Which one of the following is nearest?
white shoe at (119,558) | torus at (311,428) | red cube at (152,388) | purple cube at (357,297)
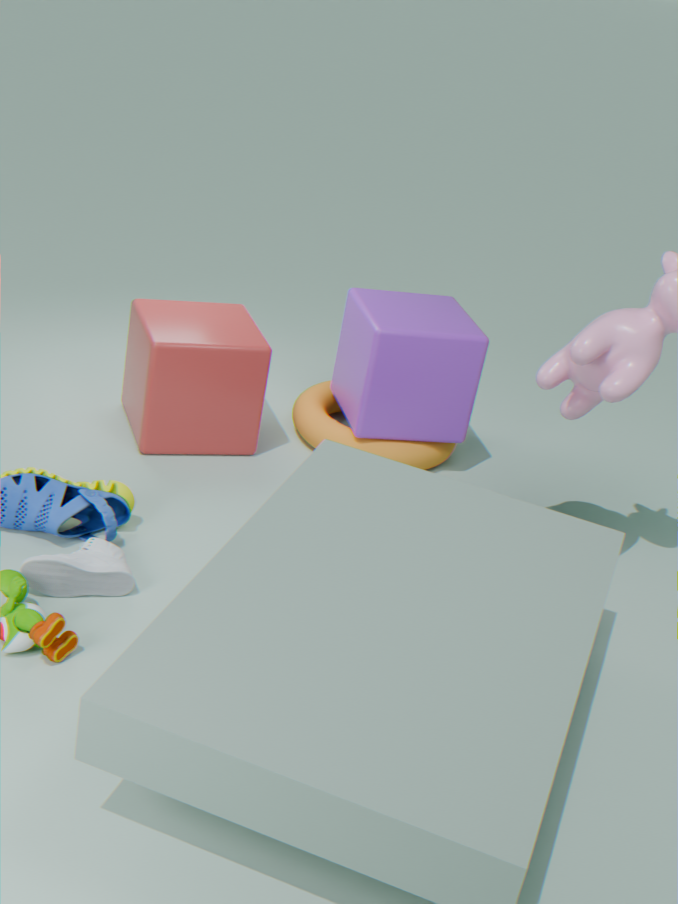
white shoe at (119,558)
